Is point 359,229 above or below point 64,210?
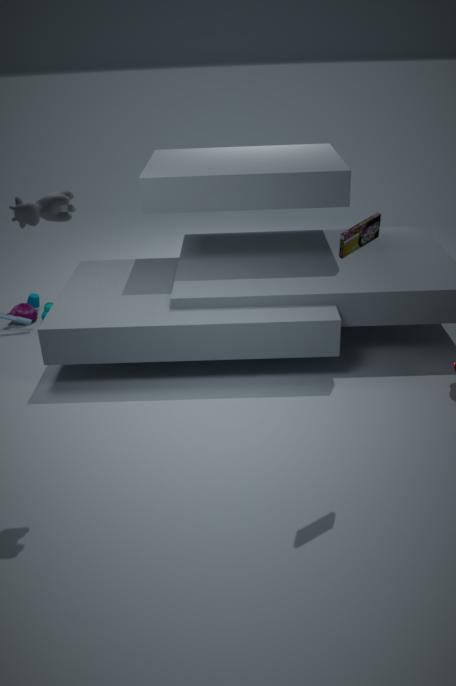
below
